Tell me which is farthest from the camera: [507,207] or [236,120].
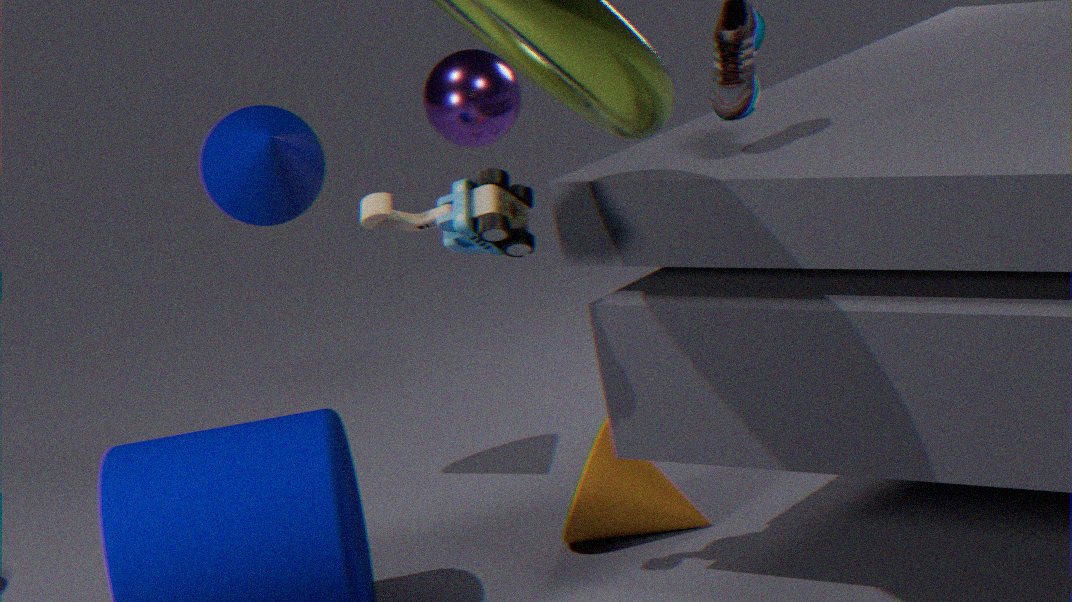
[236,120]
